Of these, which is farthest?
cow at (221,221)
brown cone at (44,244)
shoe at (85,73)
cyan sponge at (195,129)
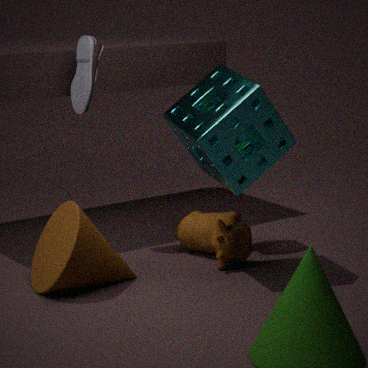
shoe at (85,73)
